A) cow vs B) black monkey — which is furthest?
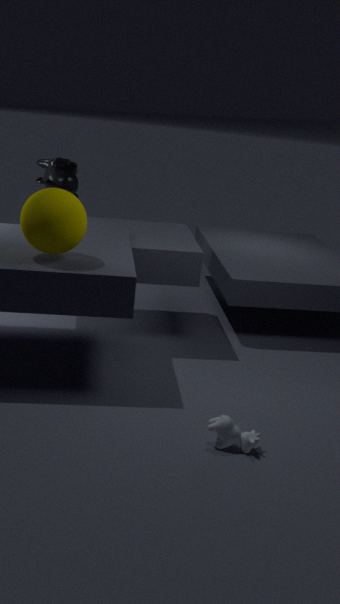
B. black monkey
